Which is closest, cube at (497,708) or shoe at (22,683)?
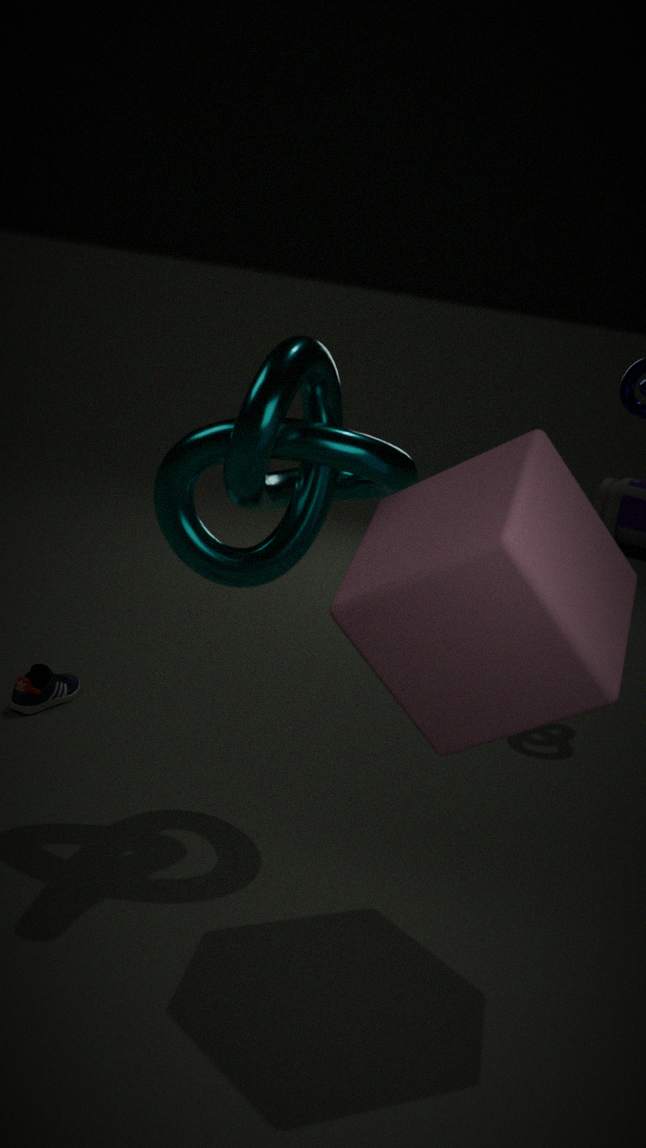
cube at (497,708)
